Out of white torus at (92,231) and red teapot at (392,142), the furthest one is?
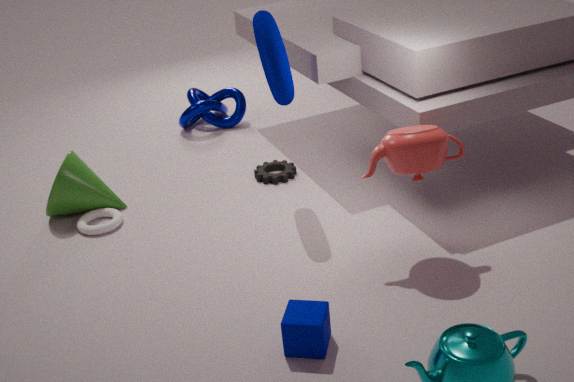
white torus at (92,231)
